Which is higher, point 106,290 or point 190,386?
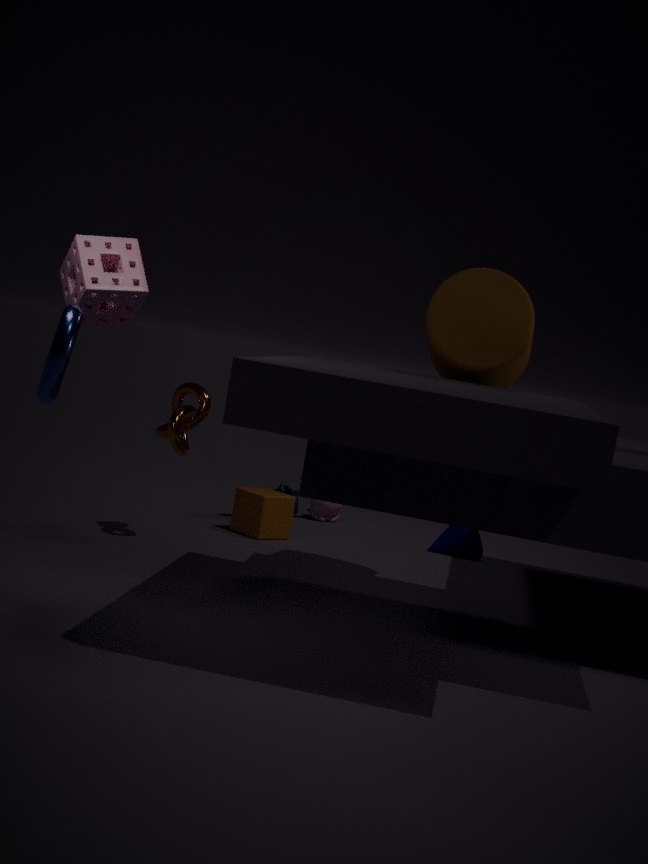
point 106,290
